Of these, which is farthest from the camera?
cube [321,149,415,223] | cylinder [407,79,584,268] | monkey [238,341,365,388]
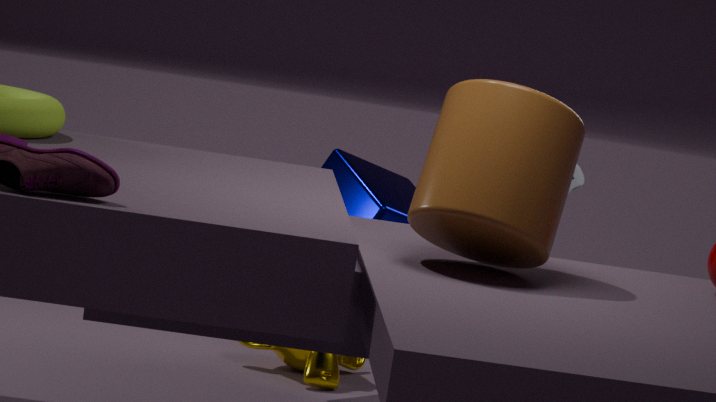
monkey [238,341,365,388]
